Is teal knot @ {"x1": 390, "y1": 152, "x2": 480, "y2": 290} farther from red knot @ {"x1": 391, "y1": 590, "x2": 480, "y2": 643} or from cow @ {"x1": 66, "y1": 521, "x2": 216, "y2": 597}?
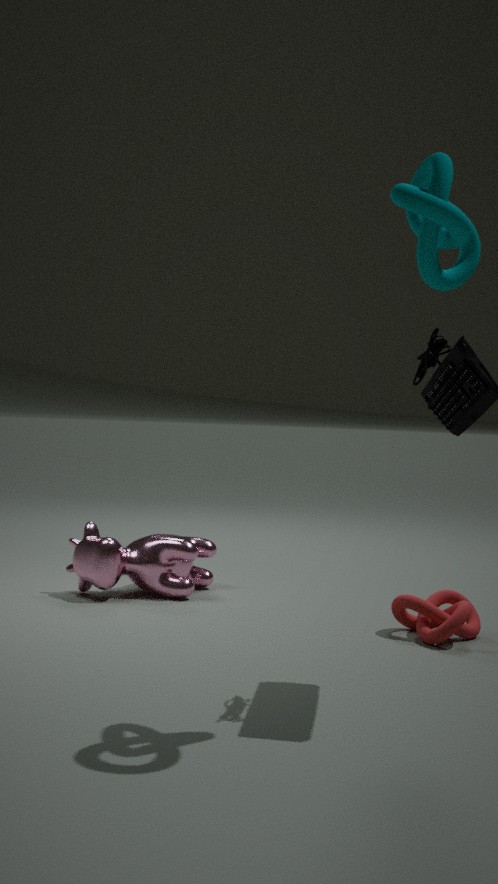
cow @ {"x1": 66, "y1": 521, "x2": 216, "y2": 597}
